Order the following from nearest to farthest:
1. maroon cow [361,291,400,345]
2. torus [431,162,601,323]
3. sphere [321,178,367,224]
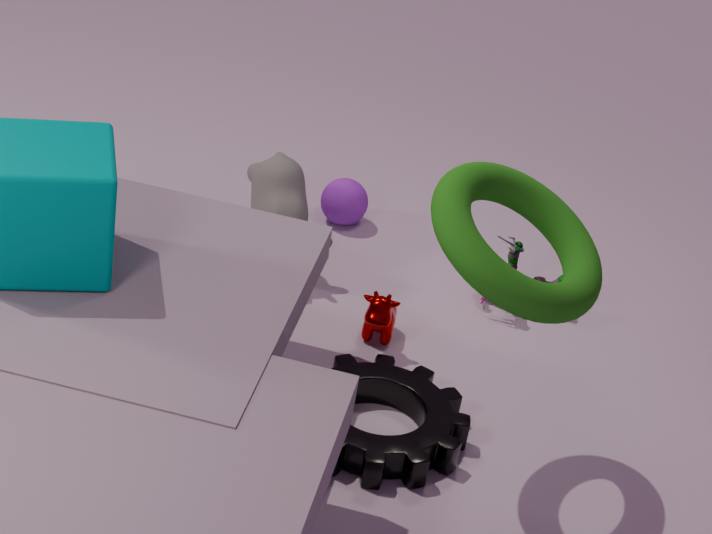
torus [431,162,601,323] < maroon cow [361,291,400,345] < sphere [321,178,367,224]
